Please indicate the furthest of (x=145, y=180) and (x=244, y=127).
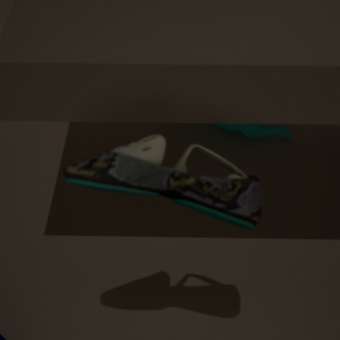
(x=244, y=127)
